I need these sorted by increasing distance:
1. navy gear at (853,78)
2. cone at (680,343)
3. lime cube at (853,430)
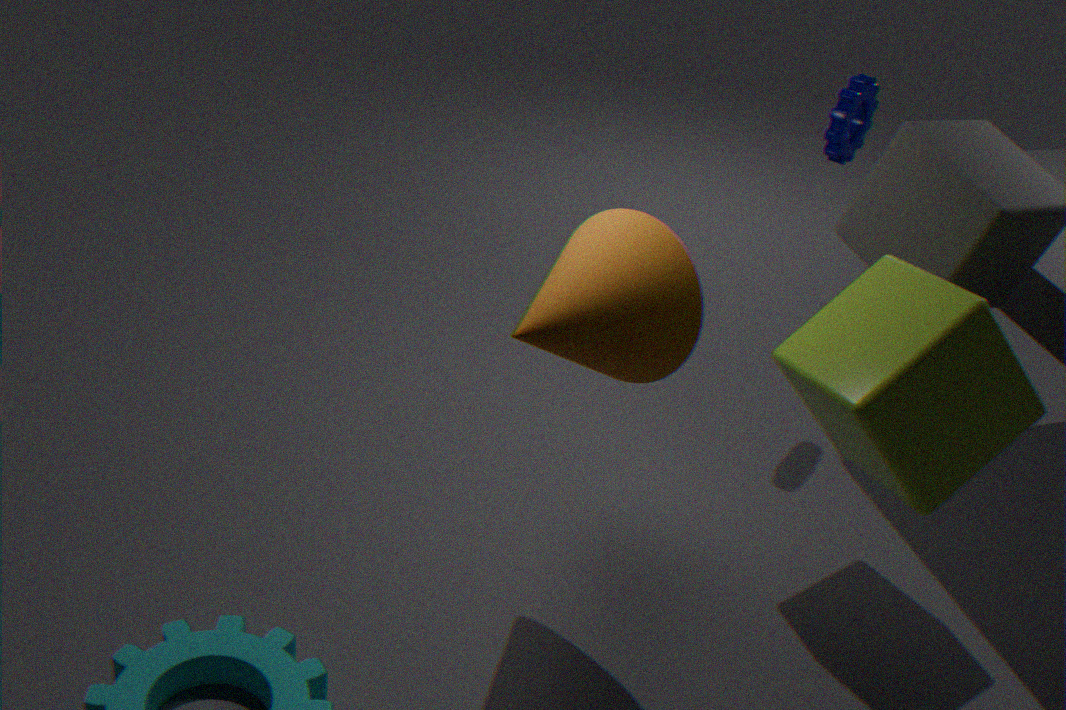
1. lime cube at (853,430)
2. cone at (680,343)
3. navy gear at (853,78)
